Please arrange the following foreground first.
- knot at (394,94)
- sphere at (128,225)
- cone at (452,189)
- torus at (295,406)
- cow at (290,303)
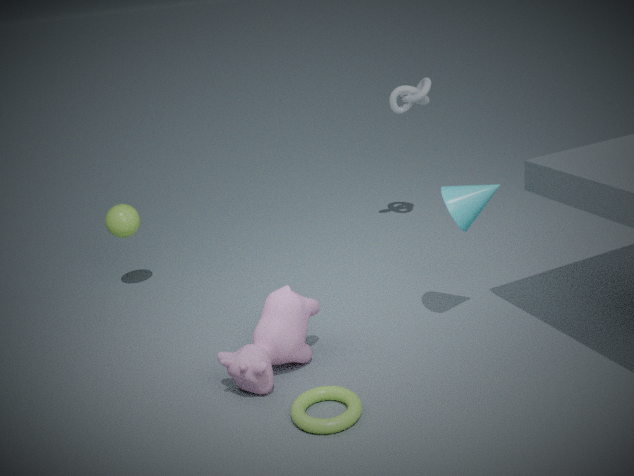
torus at (295,406), cow at (290,303), cone at (452,189), sphere at (128,225), knot at (394,94)
